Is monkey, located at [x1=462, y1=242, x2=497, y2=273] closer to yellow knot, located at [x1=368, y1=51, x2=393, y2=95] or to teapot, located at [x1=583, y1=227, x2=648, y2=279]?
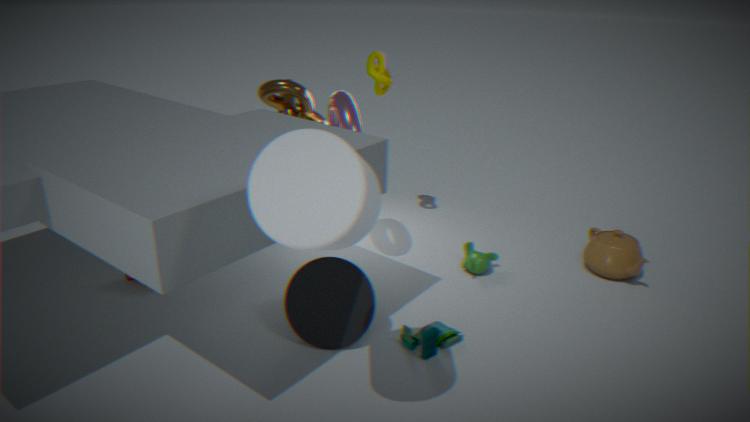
teapot, located at [x1=583, y1=227, x2=648, y2=279]
